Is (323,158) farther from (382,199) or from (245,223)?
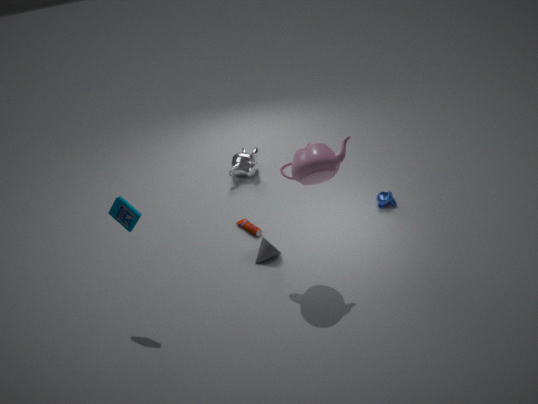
(382,199)
